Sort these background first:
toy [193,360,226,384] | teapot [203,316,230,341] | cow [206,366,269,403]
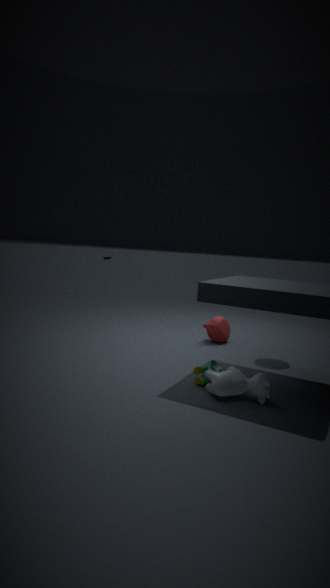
teapot [203,316,230,341] → toy [193,360,226,384] → cow [206,366,269,403]
